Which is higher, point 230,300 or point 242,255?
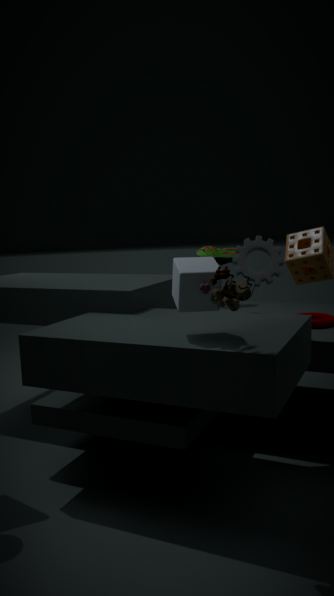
point 242,255
